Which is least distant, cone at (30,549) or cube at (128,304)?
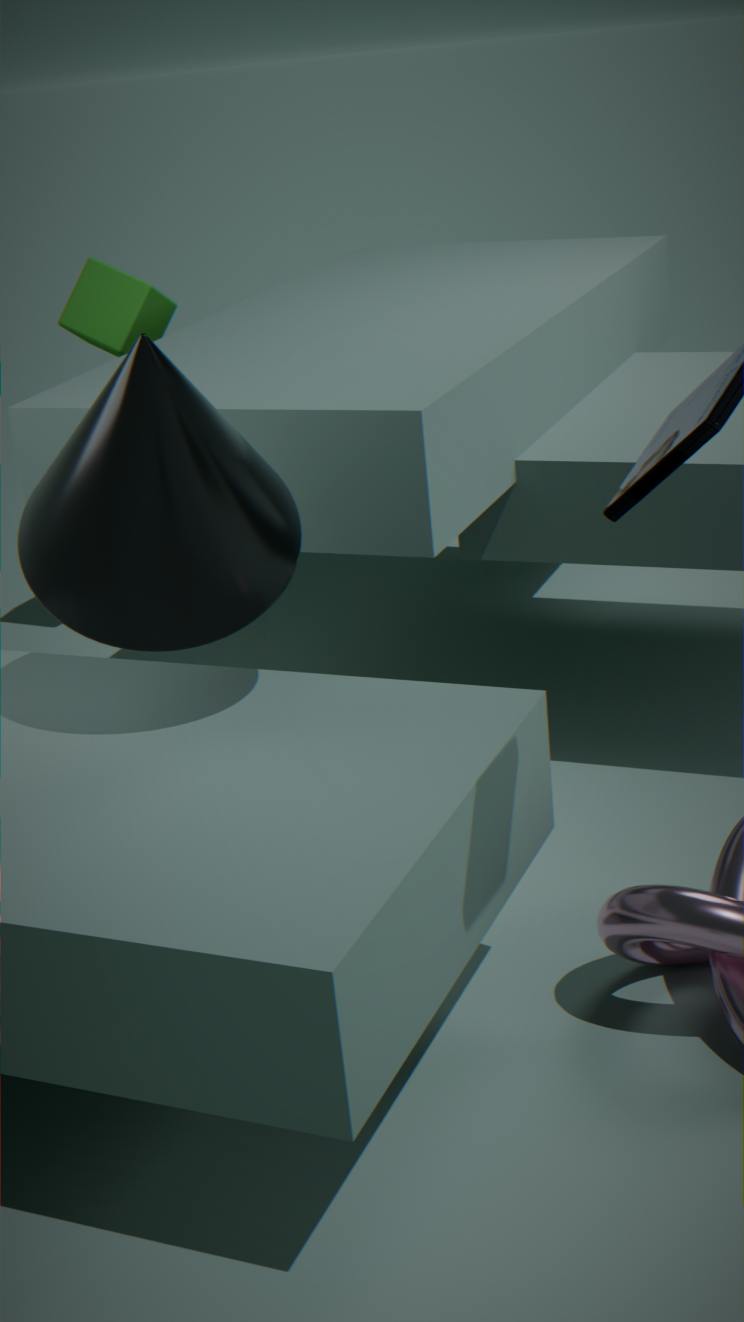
cone at (30,549)
